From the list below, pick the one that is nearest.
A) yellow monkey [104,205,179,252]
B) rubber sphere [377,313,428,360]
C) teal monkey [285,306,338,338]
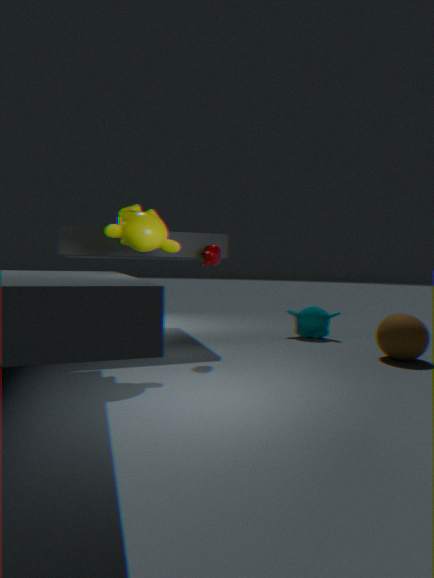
yellow monkey [104,205,179,252]
